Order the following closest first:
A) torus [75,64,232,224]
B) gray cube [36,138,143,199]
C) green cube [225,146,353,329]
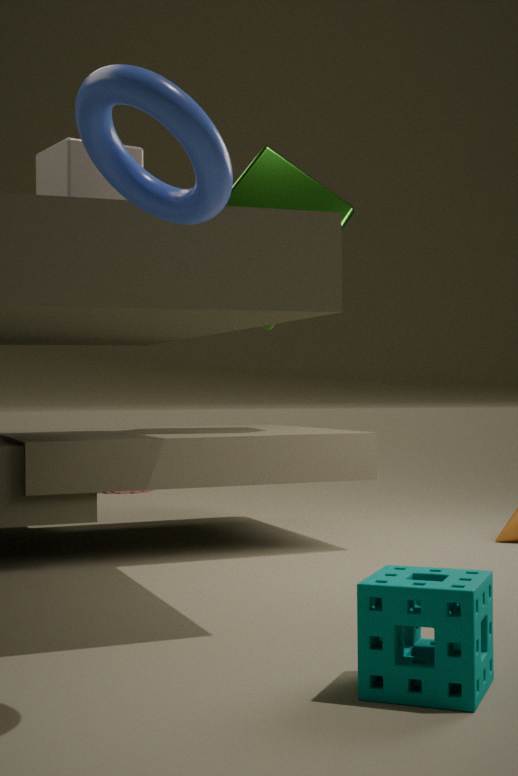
torus [75,64,232,224] → gray cube [36,138,143,199] → green cube [225,146,353,329]
